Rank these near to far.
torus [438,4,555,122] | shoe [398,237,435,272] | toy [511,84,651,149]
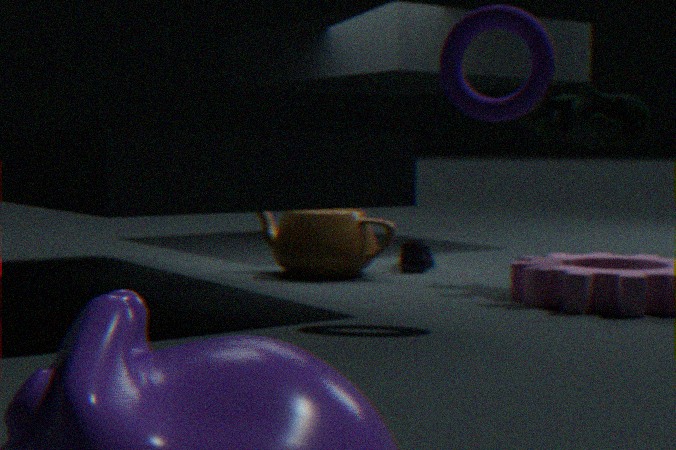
torus [438,4,555,122], toy [511,84,651,149], shoe [398,237,435,272]
